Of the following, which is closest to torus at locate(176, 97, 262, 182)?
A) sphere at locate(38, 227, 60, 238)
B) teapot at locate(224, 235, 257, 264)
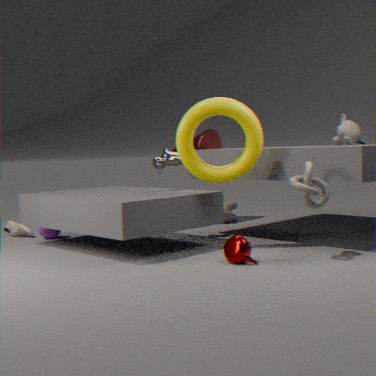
teapot at locate(224, 235, 257, 264)
